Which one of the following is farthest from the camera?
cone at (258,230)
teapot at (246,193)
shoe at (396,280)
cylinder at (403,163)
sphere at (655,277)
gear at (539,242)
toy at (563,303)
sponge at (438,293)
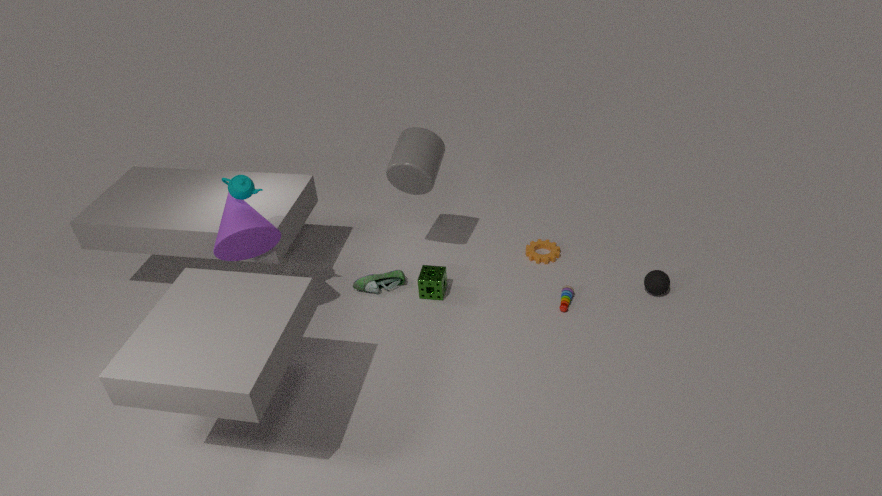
gear at (539,242)
